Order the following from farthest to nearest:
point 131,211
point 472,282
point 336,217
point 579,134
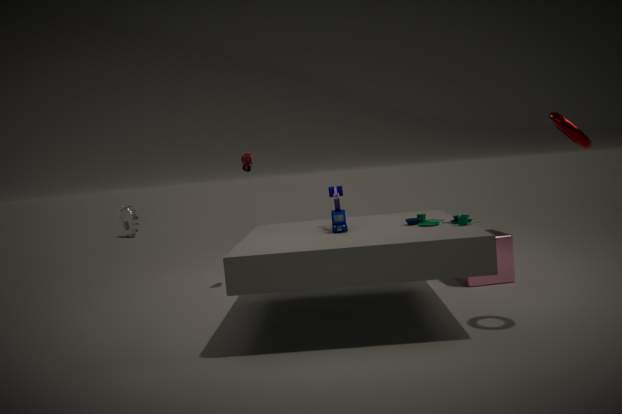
point 131,211, point 472,282, point 336,217, point 579,134
